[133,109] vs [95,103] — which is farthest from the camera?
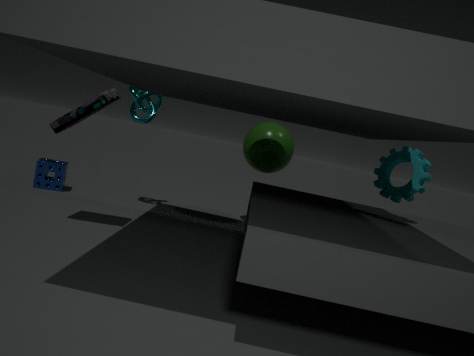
[133,109]
